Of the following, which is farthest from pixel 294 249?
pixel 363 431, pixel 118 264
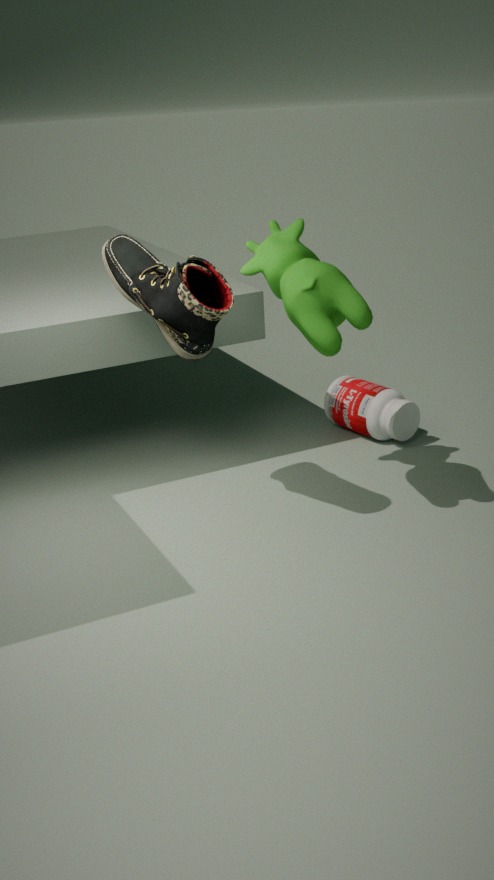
pixel 363 431
